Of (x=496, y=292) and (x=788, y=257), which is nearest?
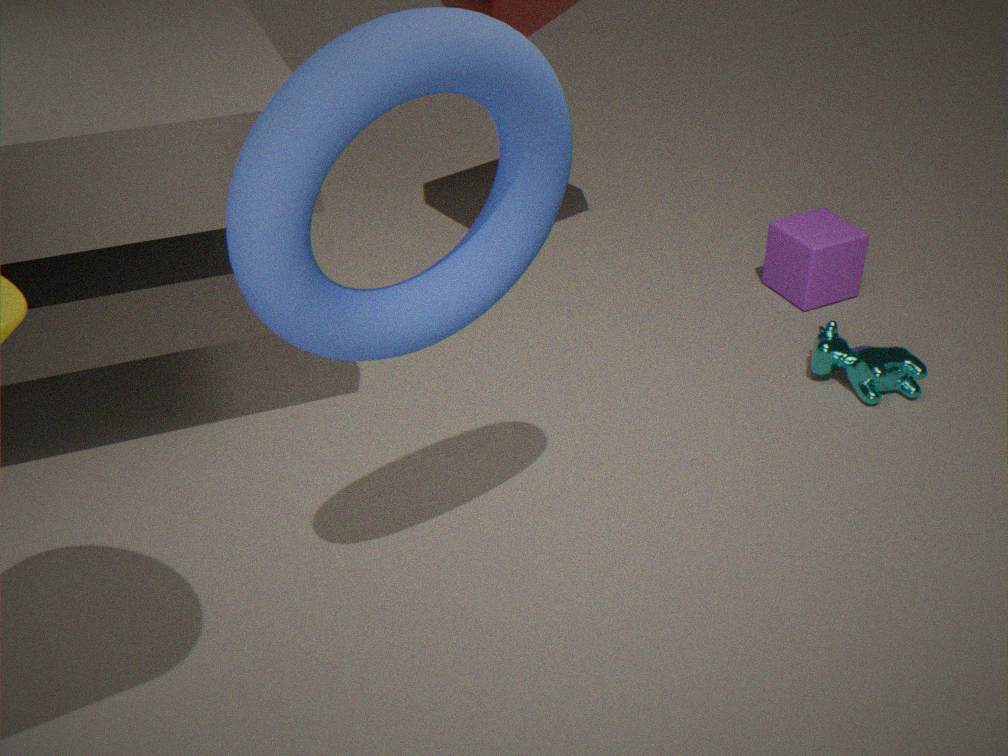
(x=496, y=292)
